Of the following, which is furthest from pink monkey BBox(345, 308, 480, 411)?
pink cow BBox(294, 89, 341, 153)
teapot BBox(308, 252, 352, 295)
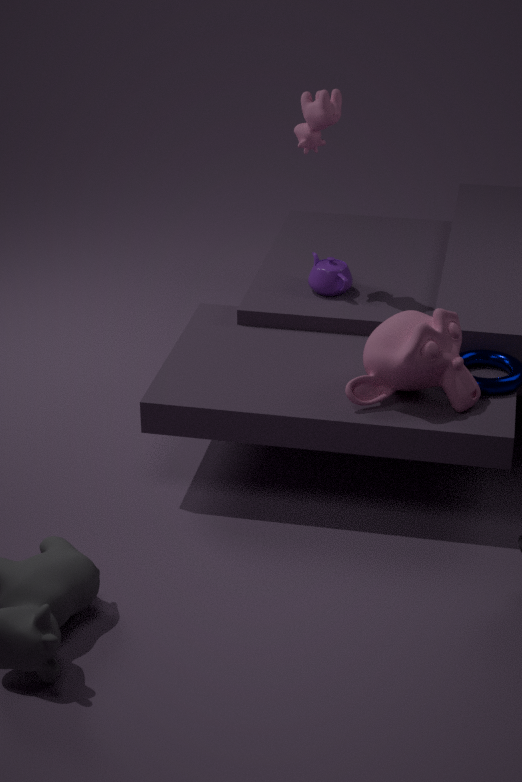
pink cow BBox(294, 89, 341, 153)
